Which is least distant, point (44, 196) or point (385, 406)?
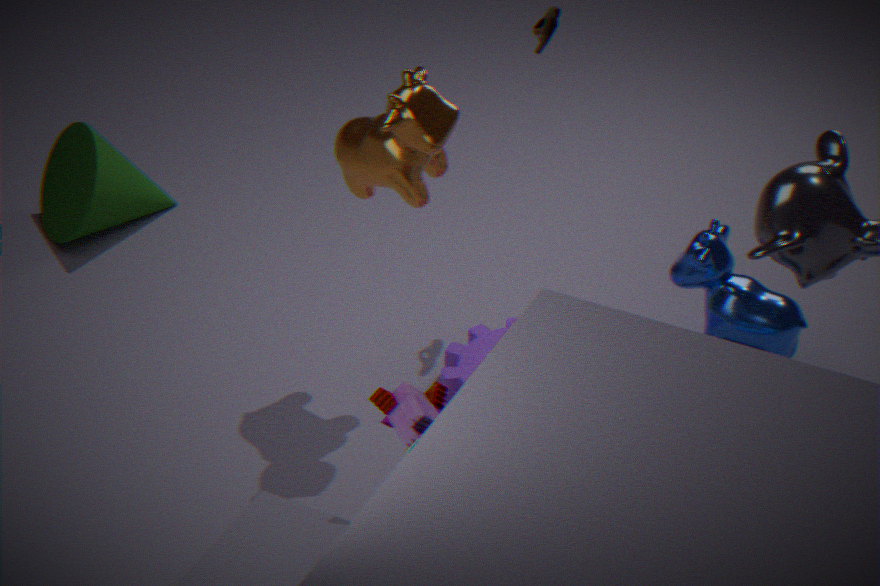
point (385, 406)
